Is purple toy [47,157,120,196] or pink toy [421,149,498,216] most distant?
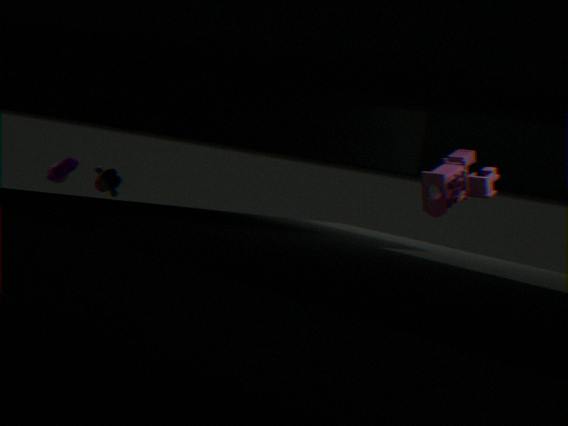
purple toy [47,157,120,196]
